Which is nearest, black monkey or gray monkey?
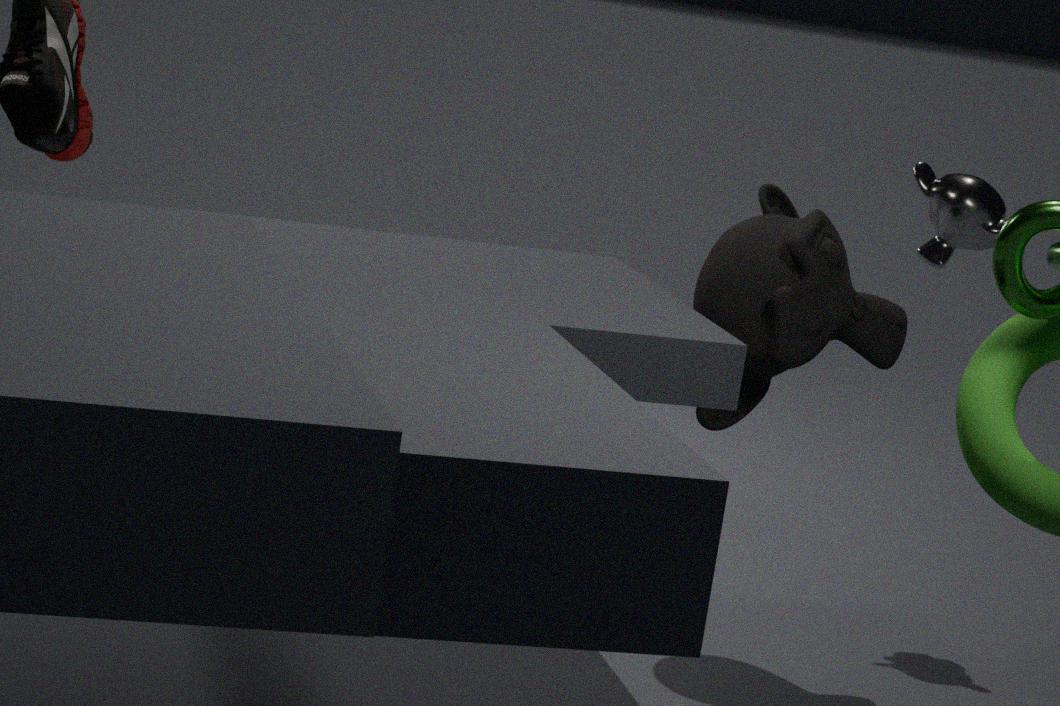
black monkey
